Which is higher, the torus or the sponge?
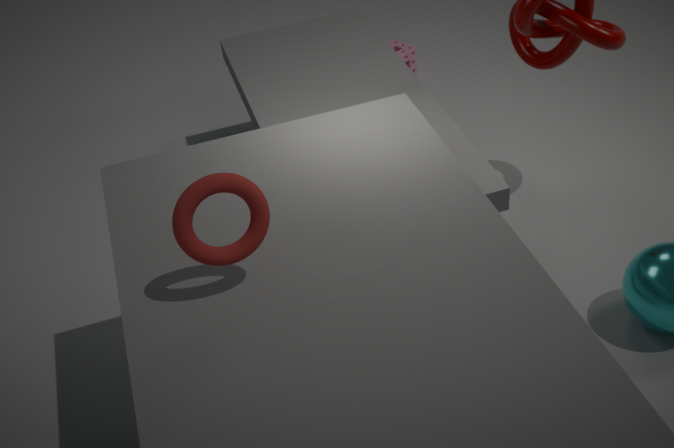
the torus
